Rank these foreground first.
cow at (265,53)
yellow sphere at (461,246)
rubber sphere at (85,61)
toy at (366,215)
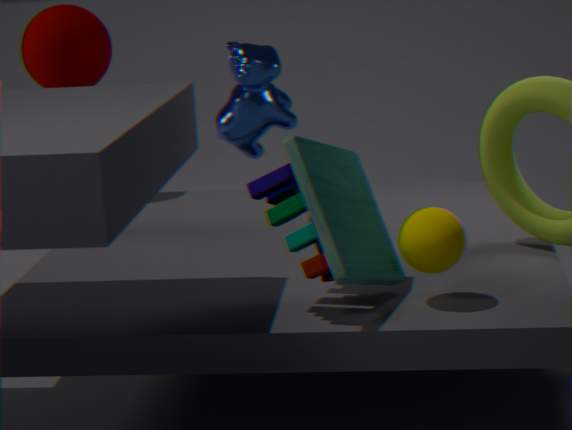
1. toy at (366,215)
2. yellow sphere at (461,246)
3. rubber sphere at (85,61)
4. cow at (265,53)
